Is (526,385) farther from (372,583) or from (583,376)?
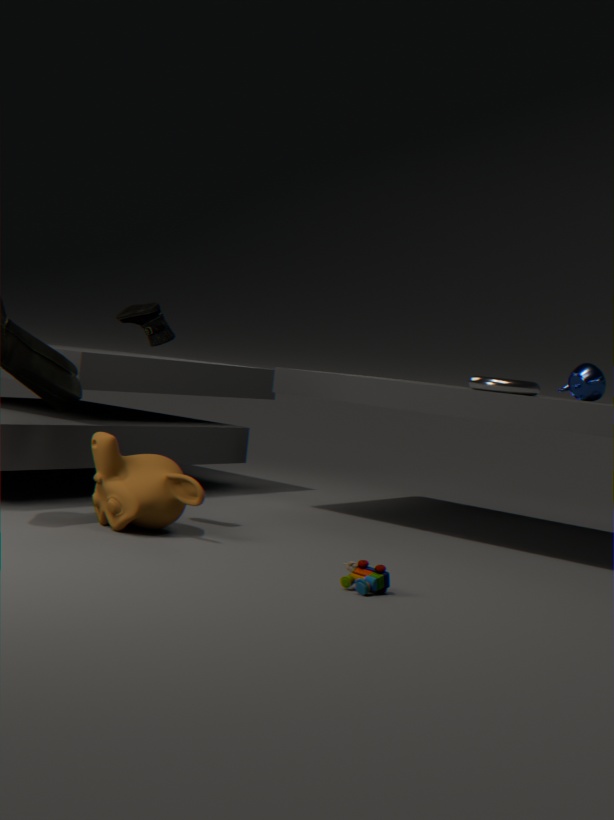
(372,583)
